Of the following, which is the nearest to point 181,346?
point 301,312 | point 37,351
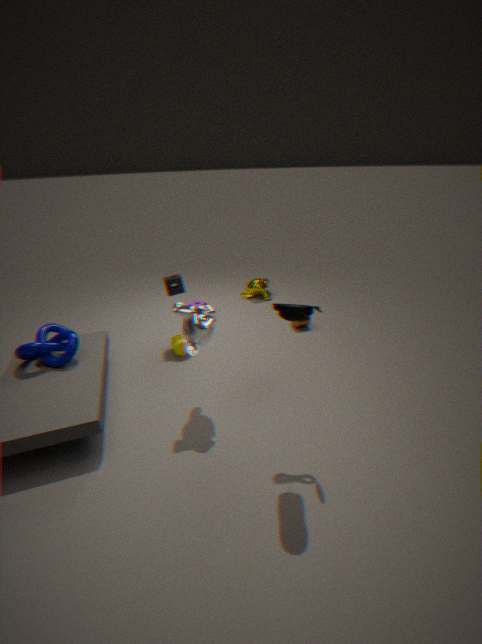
point 37,351
